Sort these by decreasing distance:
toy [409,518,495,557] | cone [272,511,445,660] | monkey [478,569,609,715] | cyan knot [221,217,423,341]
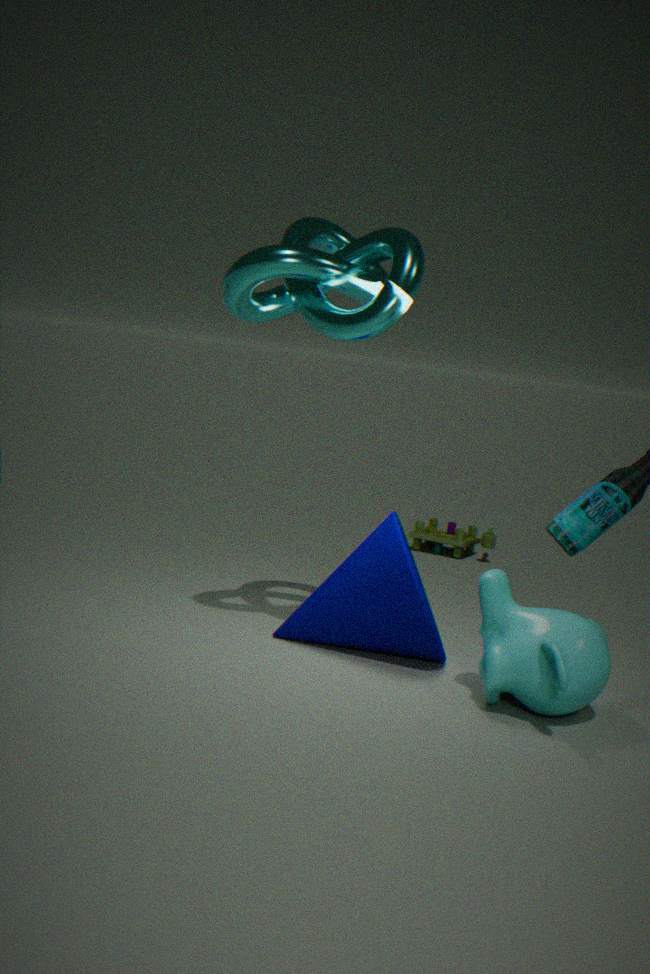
toy [409,518,495,557], cone [272,511,445,660], cyan knot [221,217,423,341], monkey [478,569,609,715]
